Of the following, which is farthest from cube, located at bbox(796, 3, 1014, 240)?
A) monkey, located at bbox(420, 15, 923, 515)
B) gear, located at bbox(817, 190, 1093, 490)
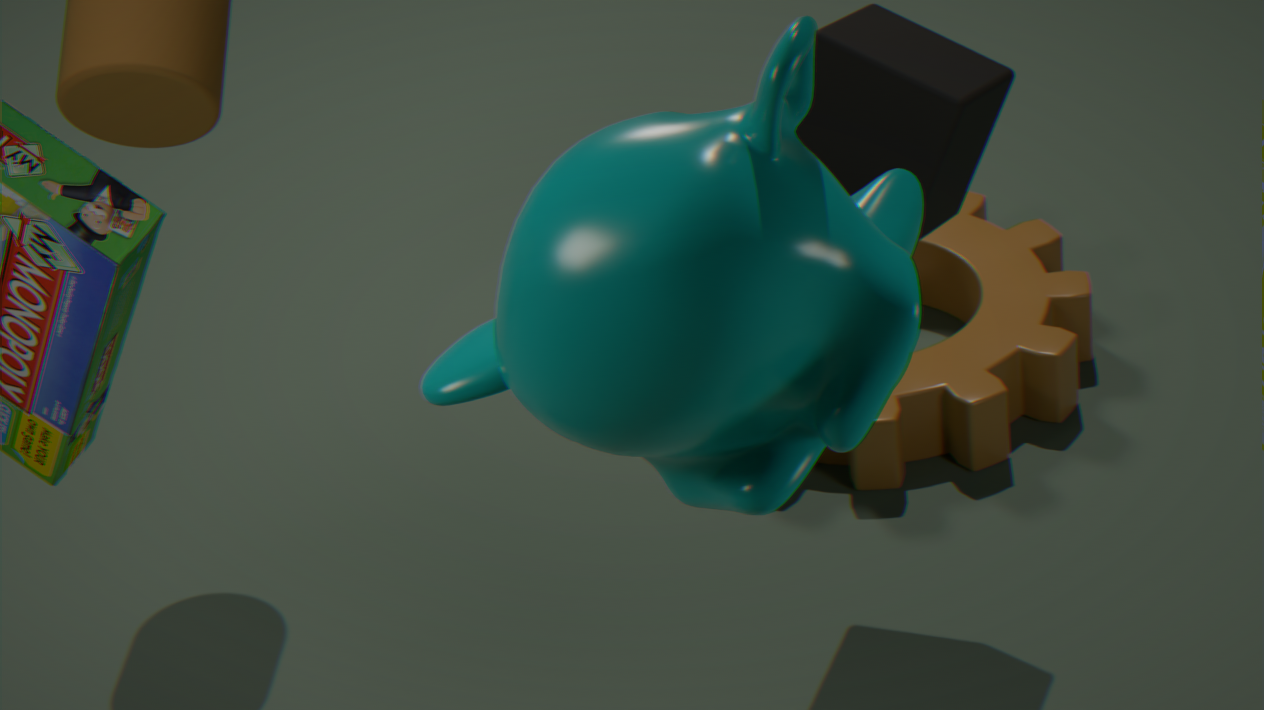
monkey, located at bbox(420, 15, 923, 515)
